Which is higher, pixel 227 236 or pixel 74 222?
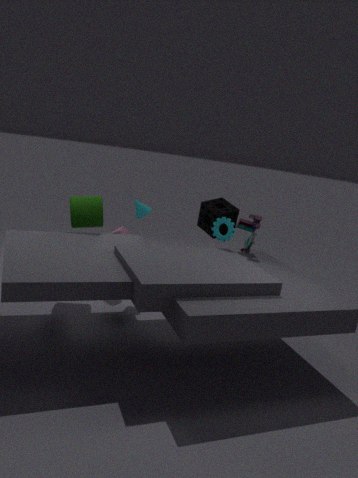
pixel 227 236
